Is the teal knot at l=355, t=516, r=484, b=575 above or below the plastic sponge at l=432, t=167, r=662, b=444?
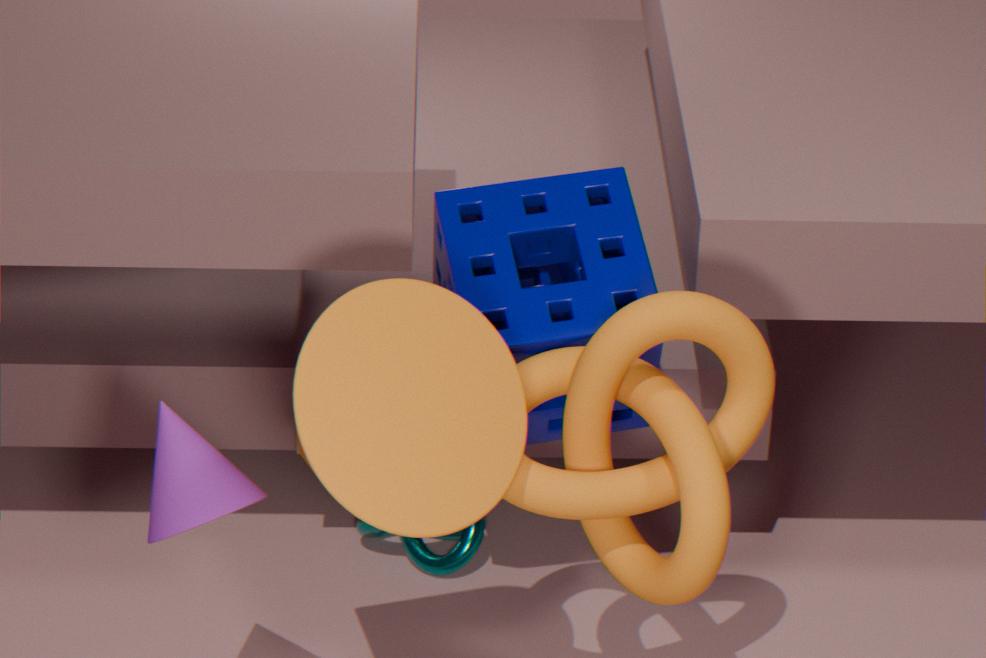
below
